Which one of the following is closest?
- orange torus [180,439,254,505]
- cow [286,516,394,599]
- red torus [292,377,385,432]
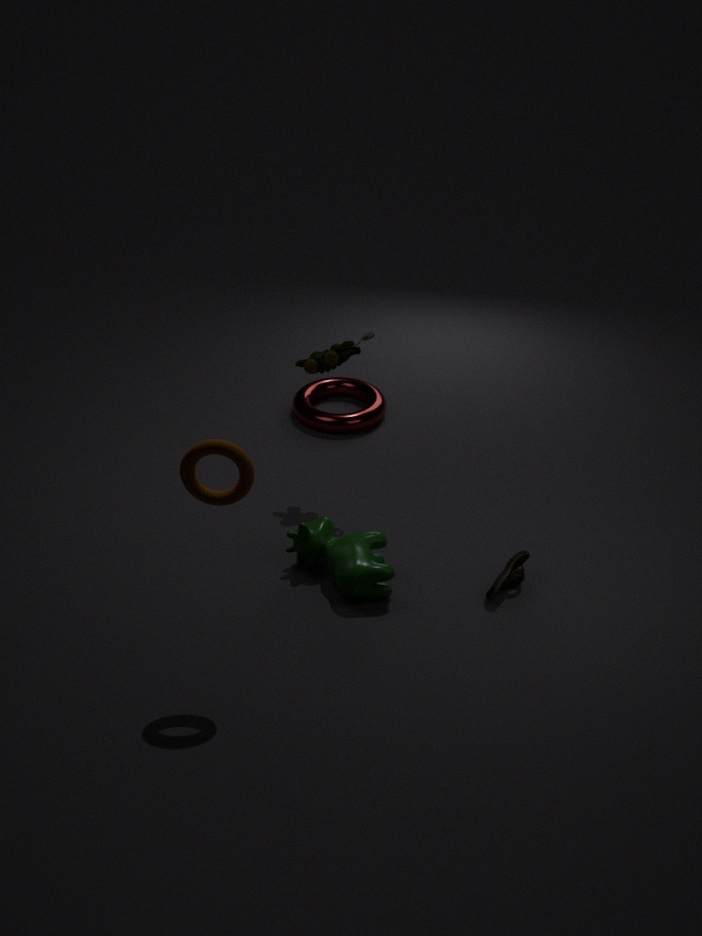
orange torus [180,439,254,505]
